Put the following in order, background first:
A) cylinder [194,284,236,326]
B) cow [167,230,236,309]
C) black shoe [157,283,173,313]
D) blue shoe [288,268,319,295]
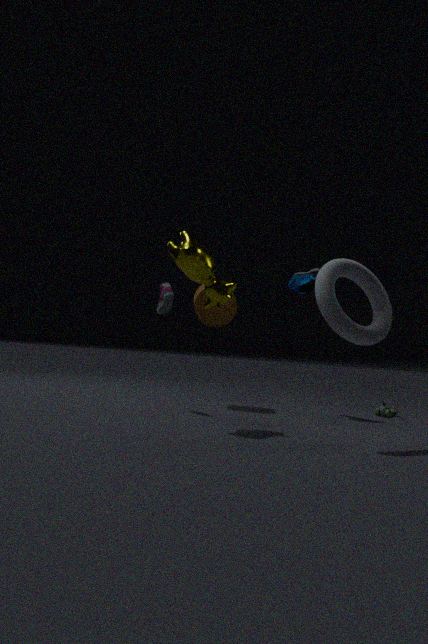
cylinder [194,284,236,326], blue shoe [288,268,319,295], black shoe [157,283,173,313], cow [167,230,236,309]
